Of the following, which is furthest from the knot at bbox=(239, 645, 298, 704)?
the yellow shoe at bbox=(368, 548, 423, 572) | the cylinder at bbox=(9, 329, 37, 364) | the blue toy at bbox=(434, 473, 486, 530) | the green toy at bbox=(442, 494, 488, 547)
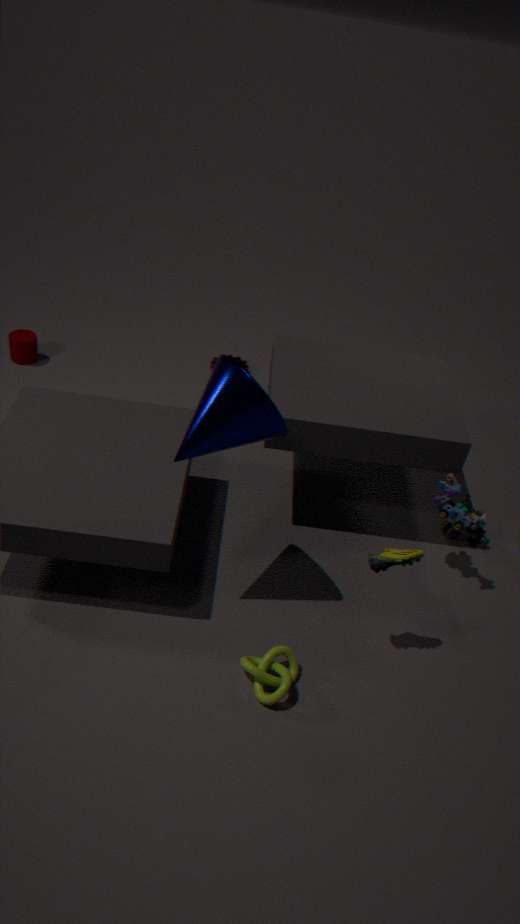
the cylinder at bbox=(9, 329, 37, 364)
